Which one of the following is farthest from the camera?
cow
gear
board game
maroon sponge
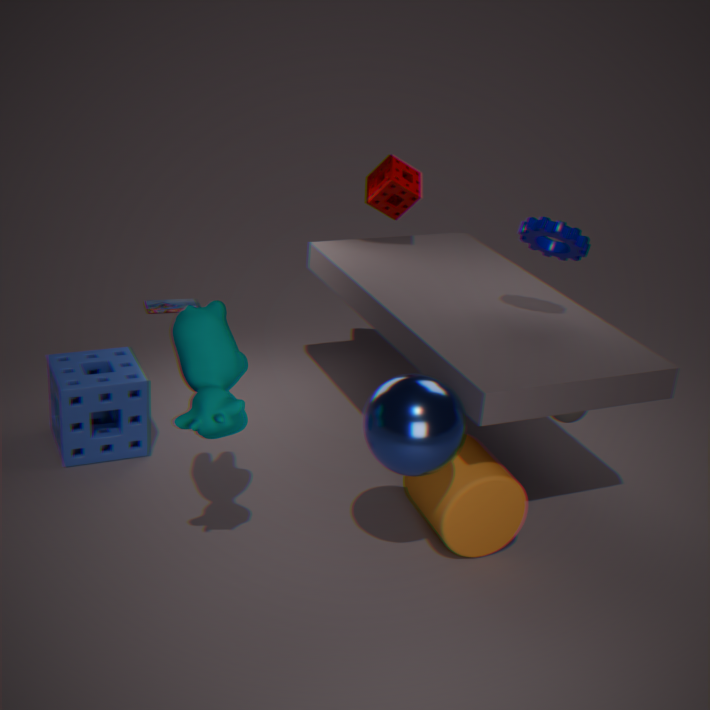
board game
